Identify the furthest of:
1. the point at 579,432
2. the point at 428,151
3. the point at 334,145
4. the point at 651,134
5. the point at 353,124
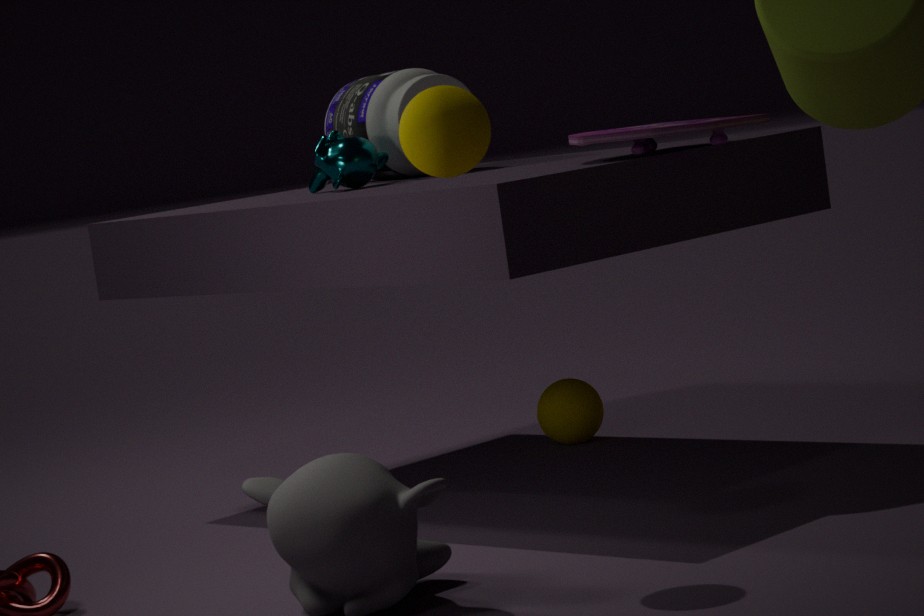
the point at 579,432
